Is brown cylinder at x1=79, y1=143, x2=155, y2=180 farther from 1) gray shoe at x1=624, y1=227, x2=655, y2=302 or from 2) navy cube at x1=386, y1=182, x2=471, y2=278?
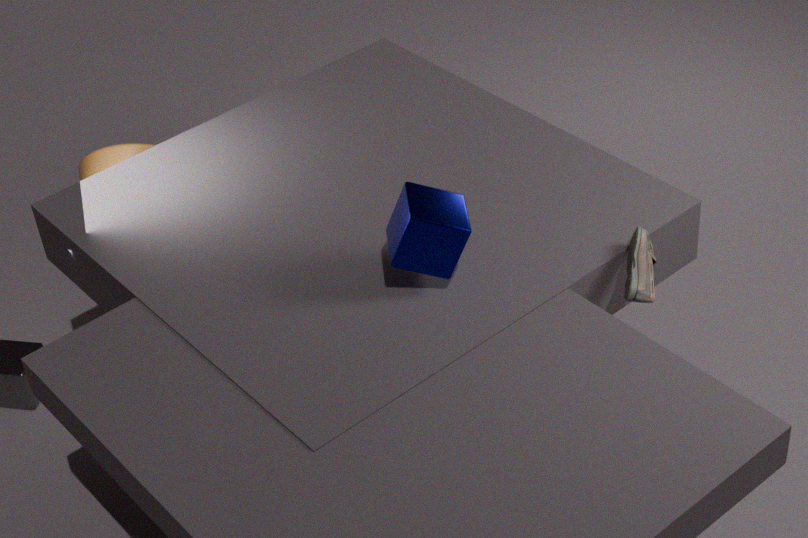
1) gray shoe at x1=624, y1=227, x2=655, y2=302
